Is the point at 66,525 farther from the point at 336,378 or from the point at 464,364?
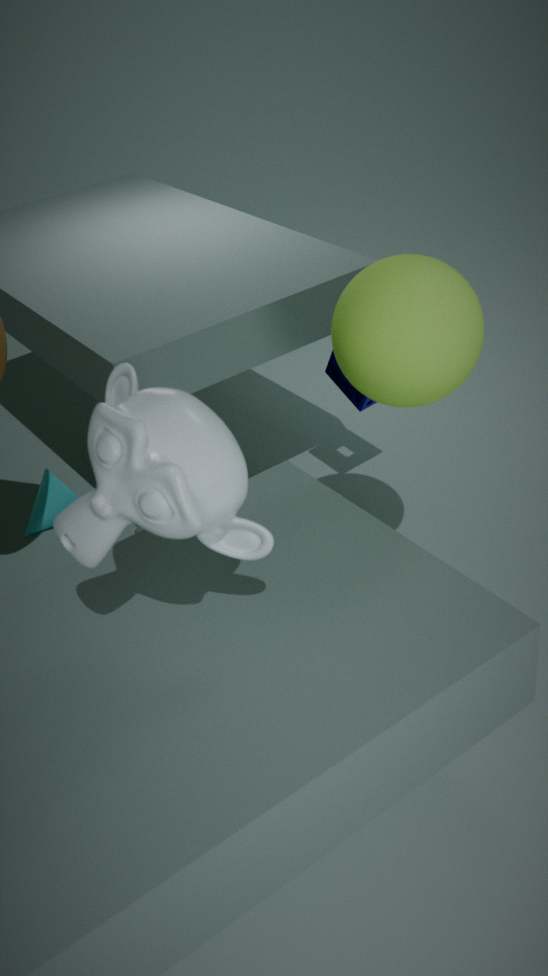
the point at 336,378
